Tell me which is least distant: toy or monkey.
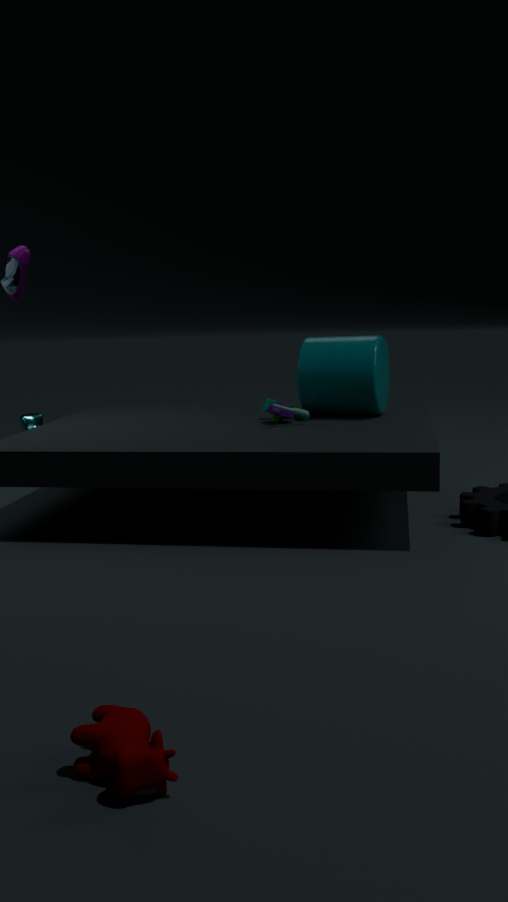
toy
